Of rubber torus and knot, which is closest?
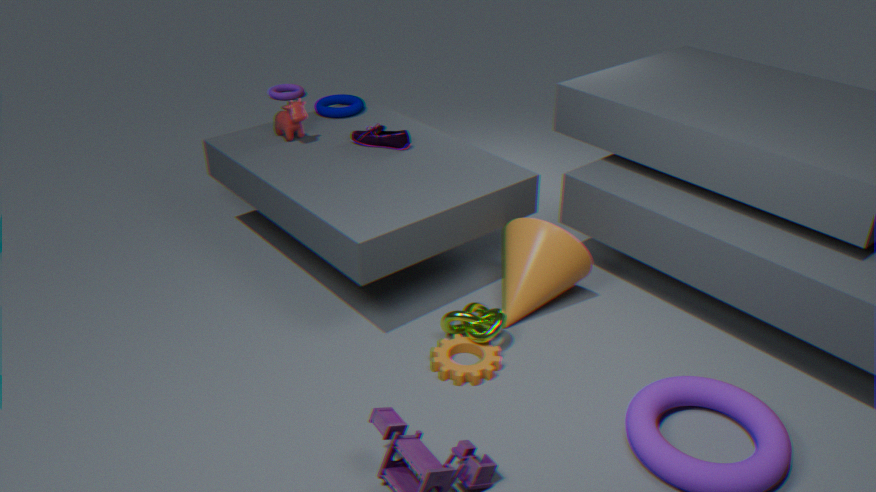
knot
